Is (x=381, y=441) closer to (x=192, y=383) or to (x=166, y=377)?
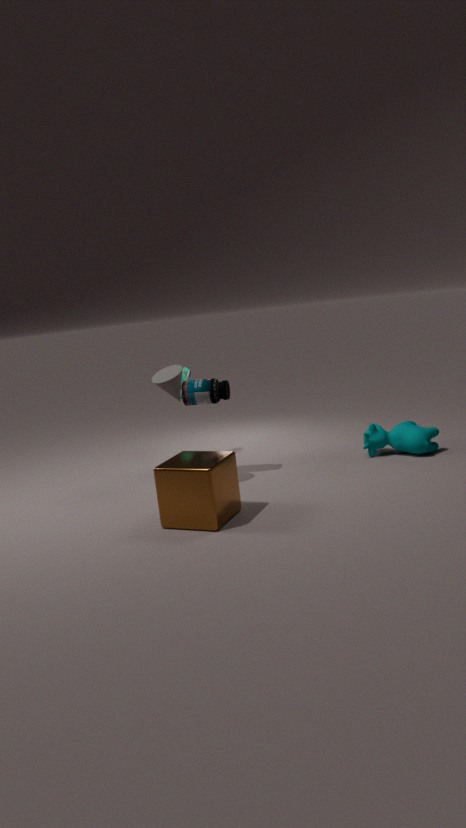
(x=192, y=383)
